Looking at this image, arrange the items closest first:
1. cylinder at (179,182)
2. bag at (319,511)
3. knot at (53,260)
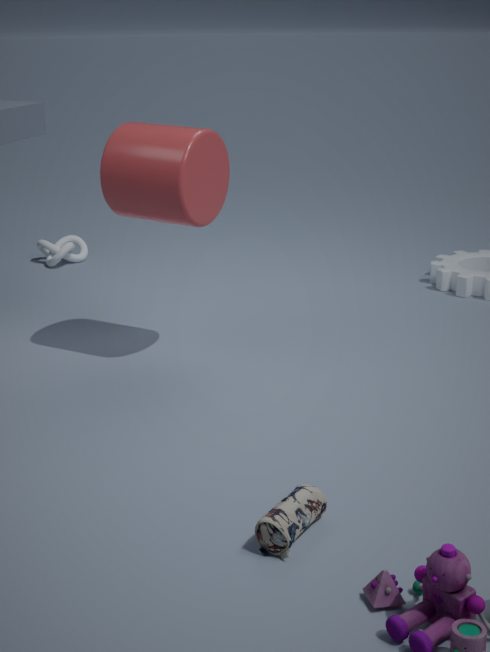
bag at (319,511), cylinder at (179,182), knot at (53,260)
